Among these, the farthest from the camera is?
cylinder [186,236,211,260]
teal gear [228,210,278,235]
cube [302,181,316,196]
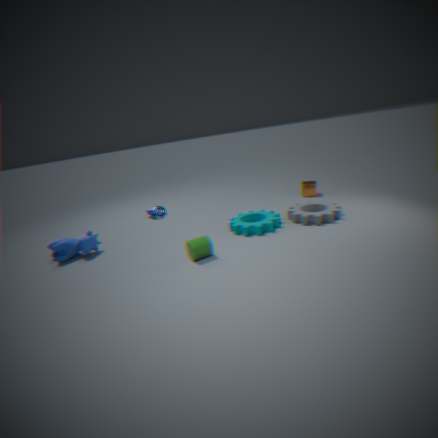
cube [302,181,316,196]
